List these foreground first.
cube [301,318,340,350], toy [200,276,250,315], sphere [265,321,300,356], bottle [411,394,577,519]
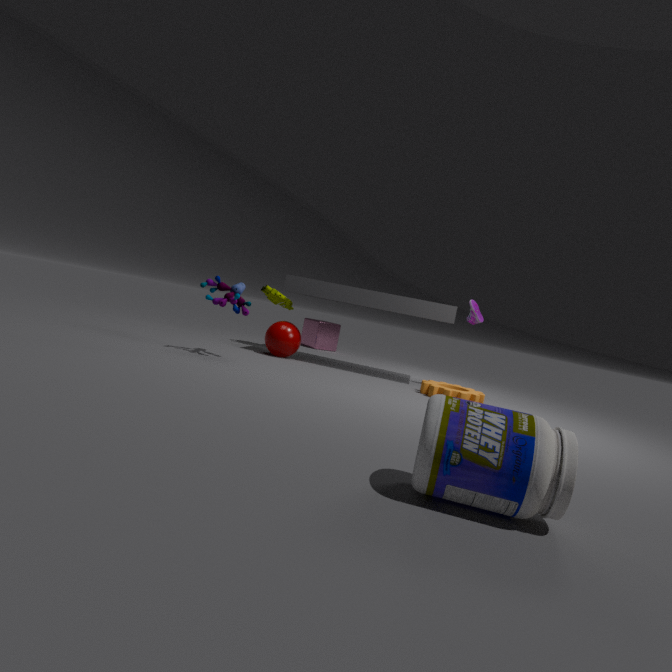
bottle [411,394,577,519] → toy [200,276,250,315] → sphere [265,321,300,356] → cube [301,318,340,350]
